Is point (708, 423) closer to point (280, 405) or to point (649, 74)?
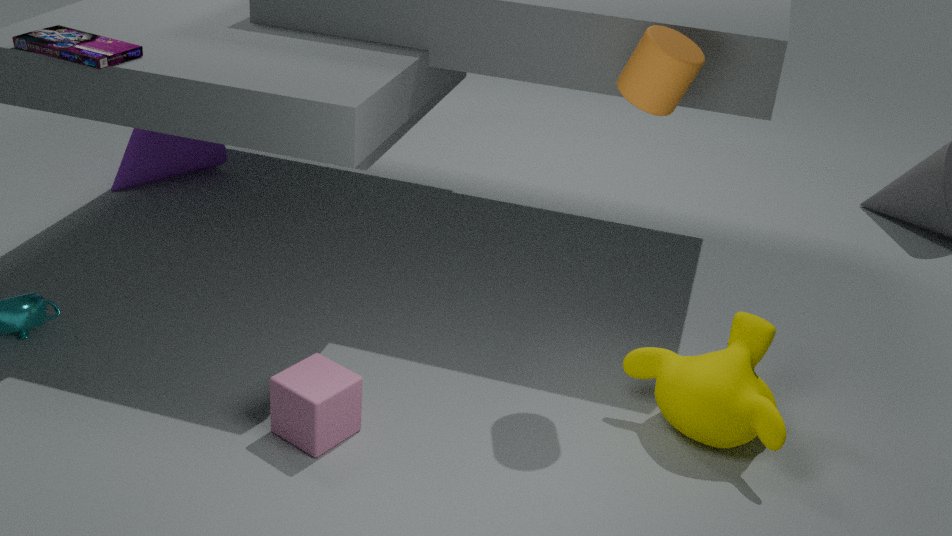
point (649, 74)
